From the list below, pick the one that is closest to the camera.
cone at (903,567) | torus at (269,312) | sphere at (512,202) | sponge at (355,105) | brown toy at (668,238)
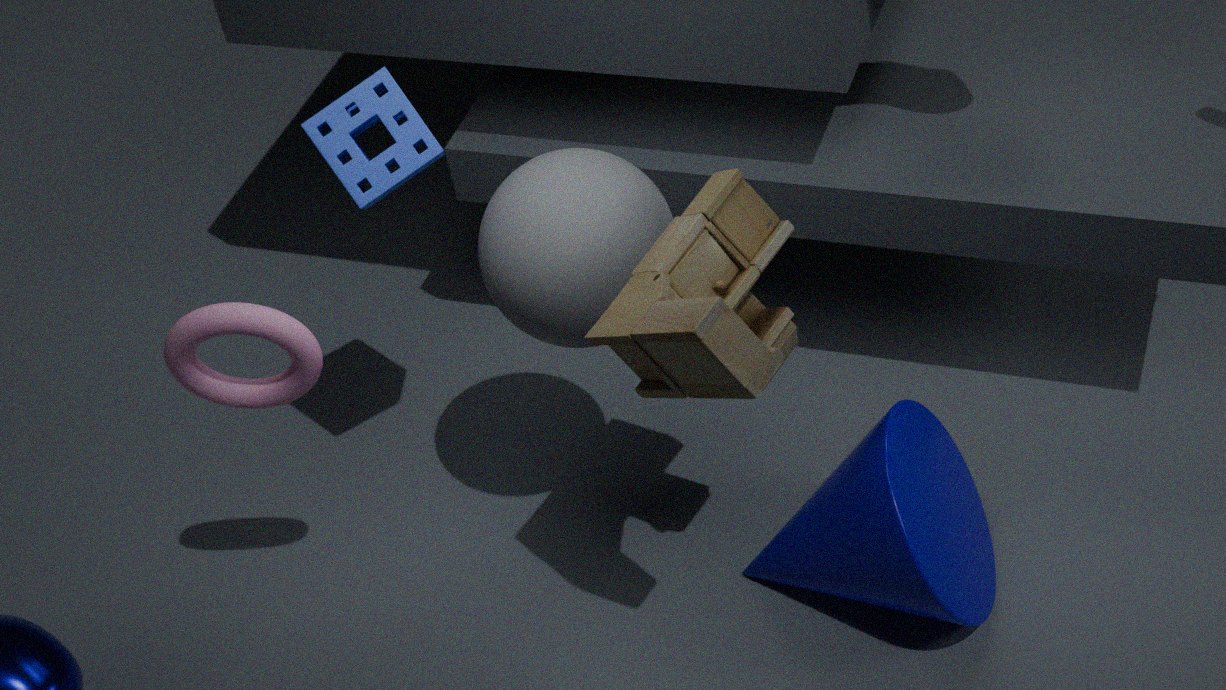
brown toy at (668,238)
